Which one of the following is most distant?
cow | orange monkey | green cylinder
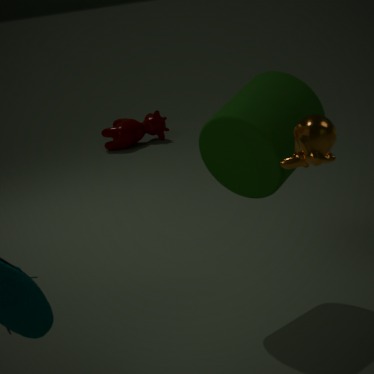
cow
